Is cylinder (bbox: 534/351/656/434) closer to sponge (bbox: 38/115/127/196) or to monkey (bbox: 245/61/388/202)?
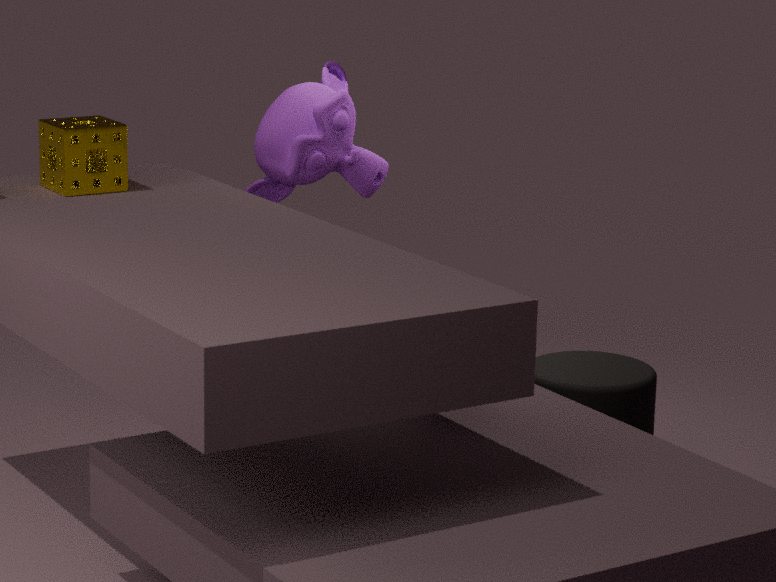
monkey (bbox: 245/61/388/202)
